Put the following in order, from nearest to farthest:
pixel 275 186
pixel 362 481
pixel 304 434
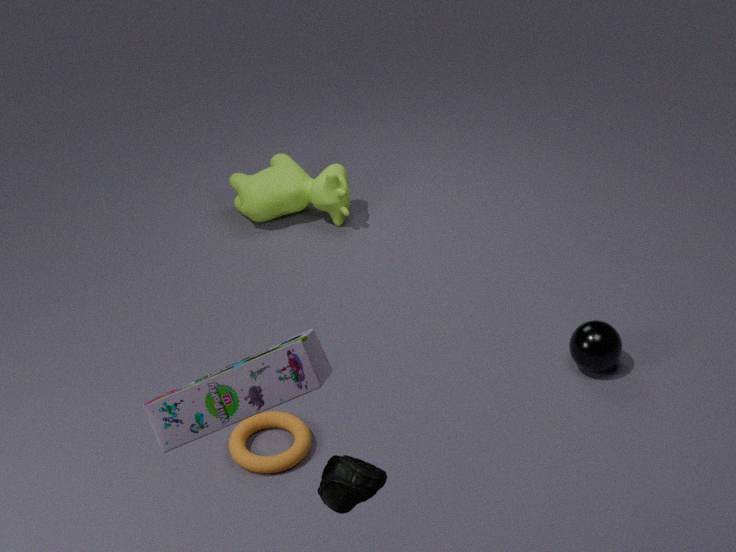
pixel 362 481, pixel 304 434, pixel 275 186
